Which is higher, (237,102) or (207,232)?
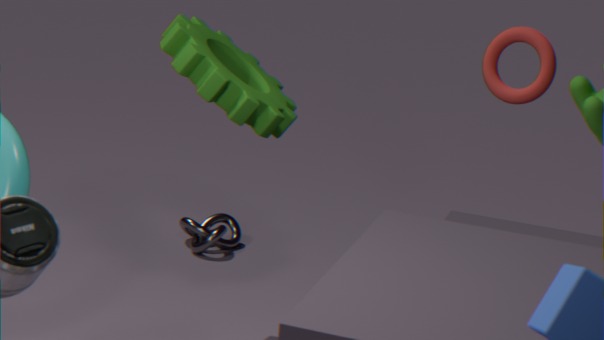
(237,102)
